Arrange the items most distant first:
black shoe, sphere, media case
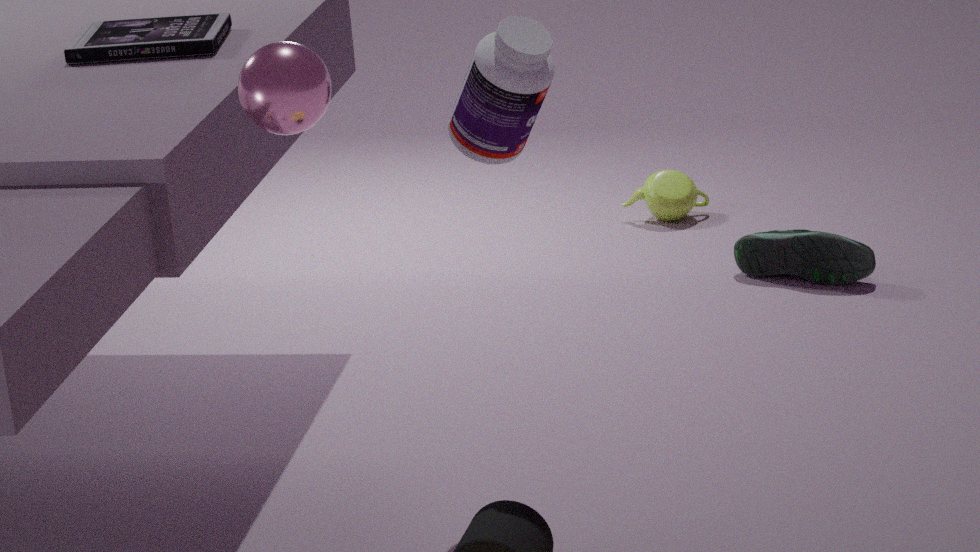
1. black shoe
2. media case
3. sphere
